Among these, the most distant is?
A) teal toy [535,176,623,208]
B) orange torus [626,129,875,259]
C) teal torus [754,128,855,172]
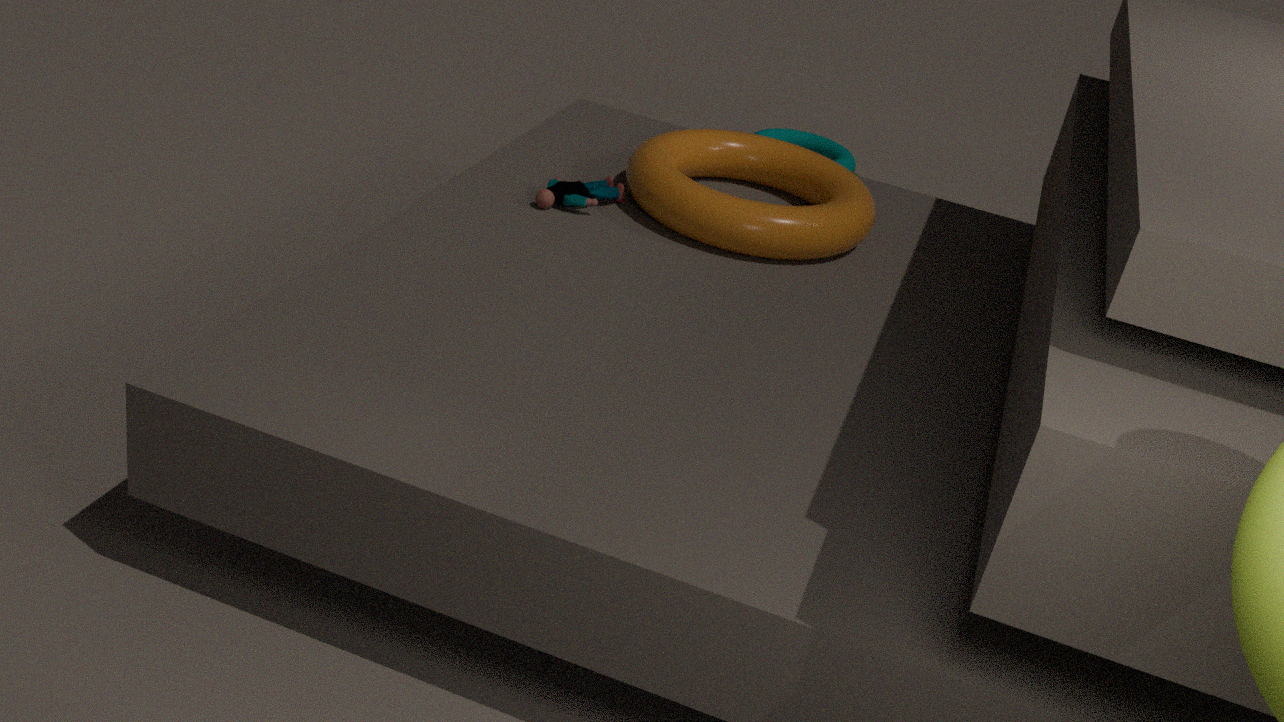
teal torus [754,128,855,172]
